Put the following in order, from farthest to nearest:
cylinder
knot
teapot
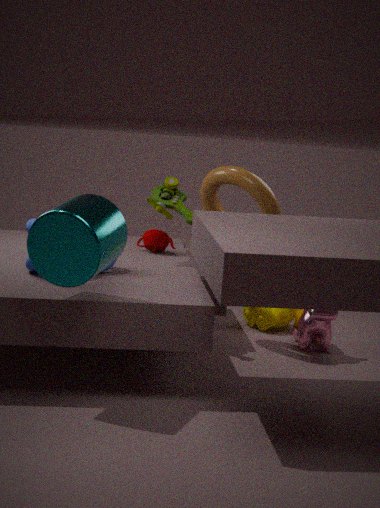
teapot, knot, cylinder
